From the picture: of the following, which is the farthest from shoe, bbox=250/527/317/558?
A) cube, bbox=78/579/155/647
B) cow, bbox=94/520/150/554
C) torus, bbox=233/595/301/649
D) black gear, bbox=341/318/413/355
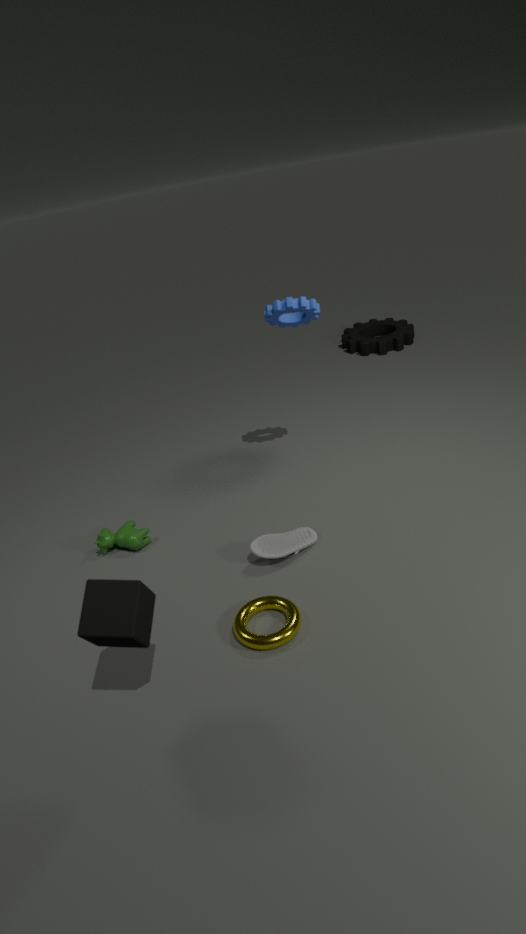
black gear, bbox=341/318/413/355
